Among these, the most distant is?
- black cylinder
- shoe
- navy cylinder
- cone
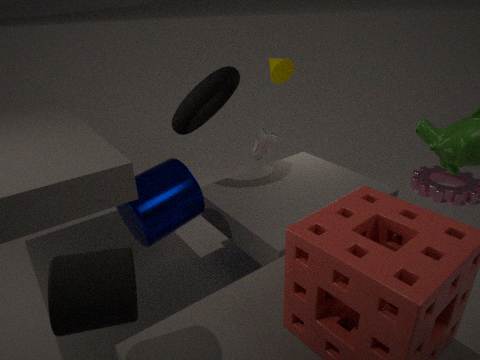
cone
